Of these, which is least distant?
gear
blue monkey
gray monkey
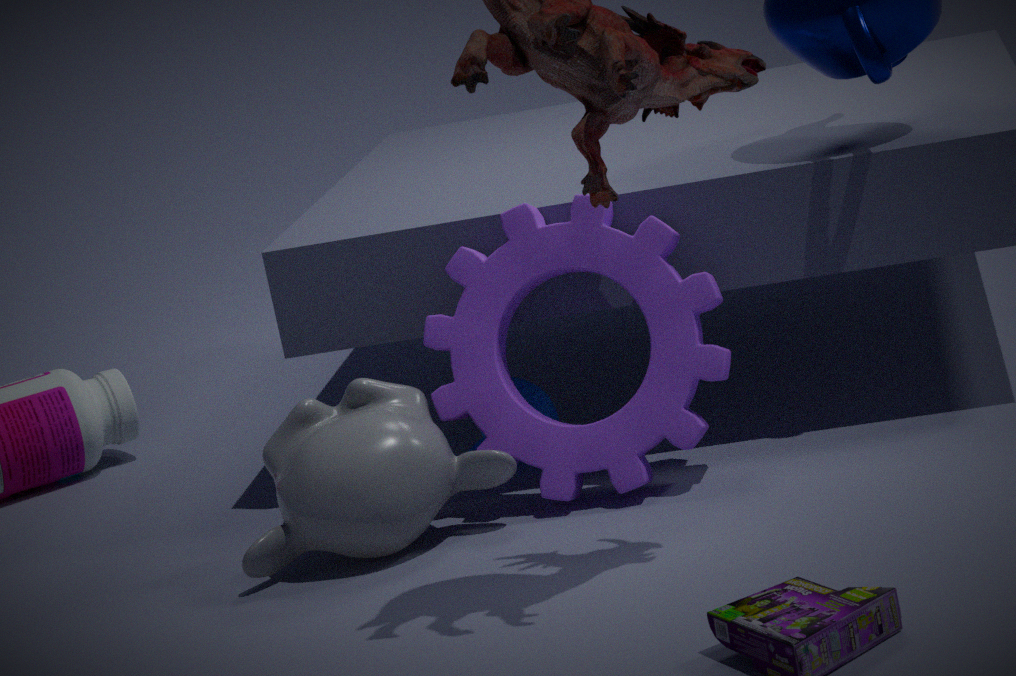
gray monkey
